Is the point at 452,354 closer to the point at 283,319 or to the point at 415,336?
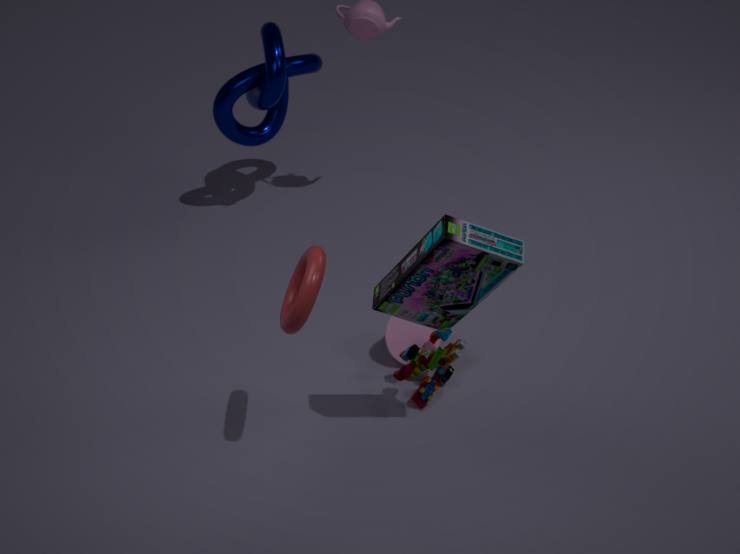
the point at 415,336
